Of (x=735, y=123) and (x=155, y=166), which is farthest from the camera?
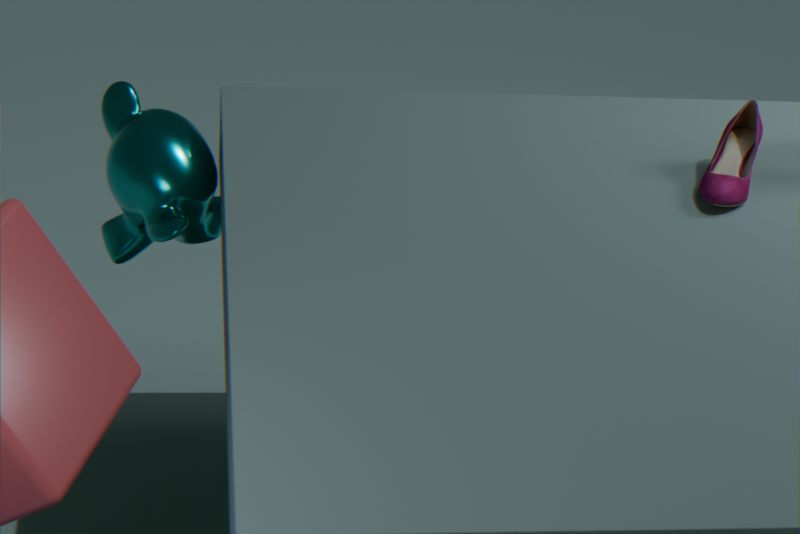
(x=155, y=166)
